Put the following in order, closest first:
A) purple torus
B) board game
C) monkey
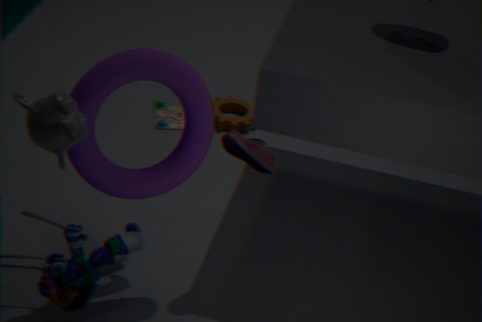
monkey
purple torus
board game
